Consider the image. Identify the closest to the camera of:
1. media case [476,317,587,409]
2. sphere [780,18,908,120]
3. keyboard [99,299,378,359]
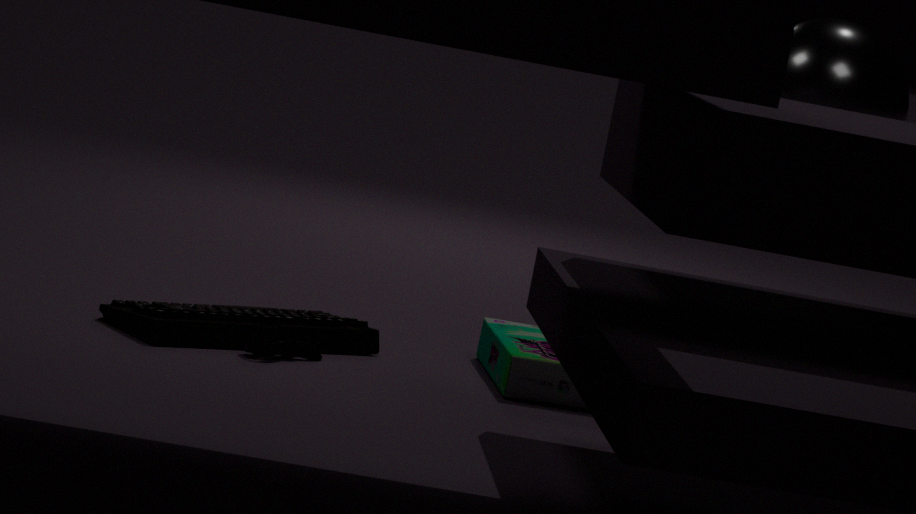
keyboard [99,299,378,359]
